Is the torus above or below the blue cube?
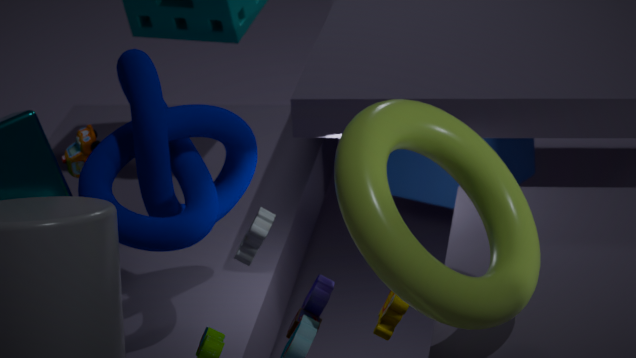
above
